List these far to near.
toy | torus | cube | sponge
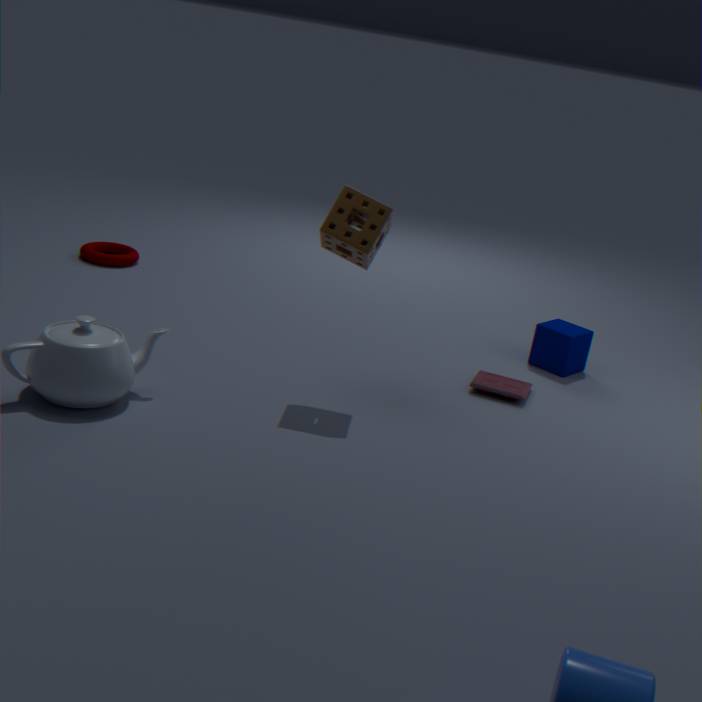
torus
cube
toy
sponge
